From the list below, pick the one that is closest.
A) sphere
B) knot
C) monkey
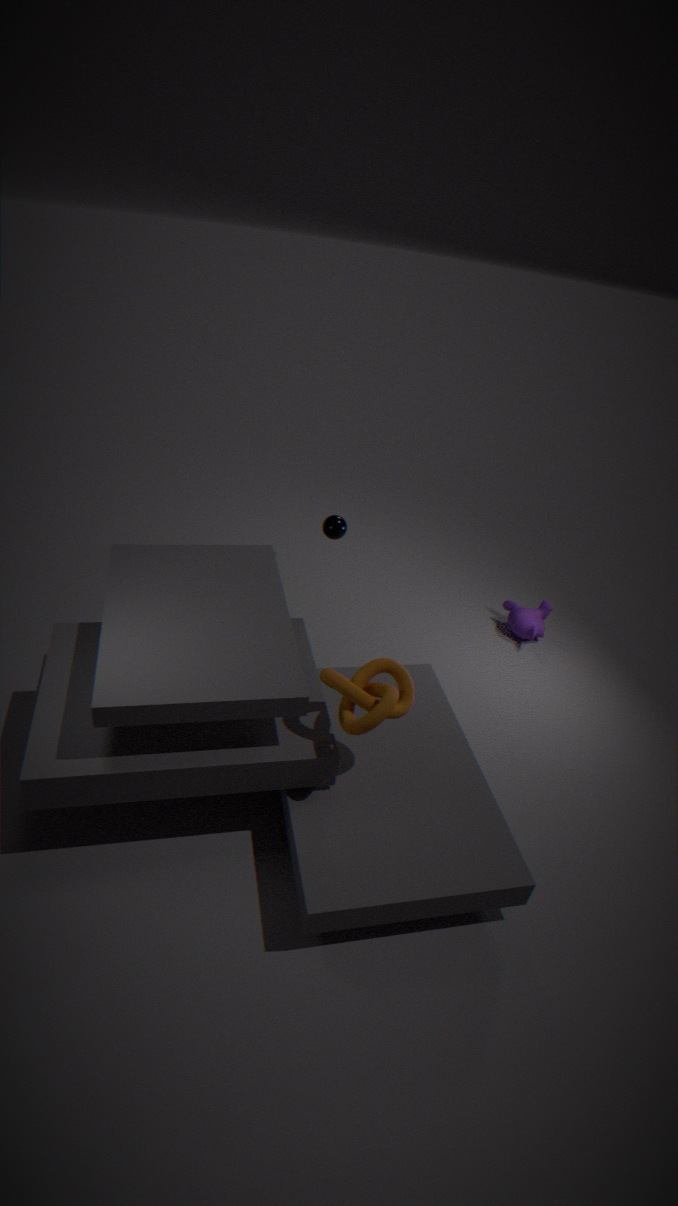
knot
